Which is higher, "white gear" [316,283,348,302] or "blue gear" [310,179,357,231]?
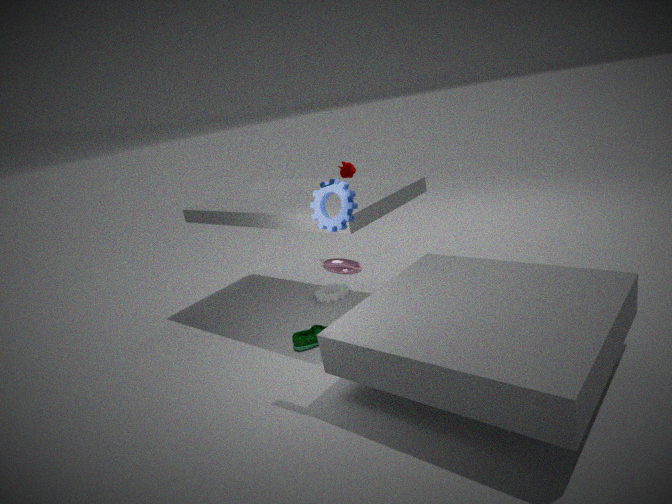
"blue gear" [310,179,357,231]
